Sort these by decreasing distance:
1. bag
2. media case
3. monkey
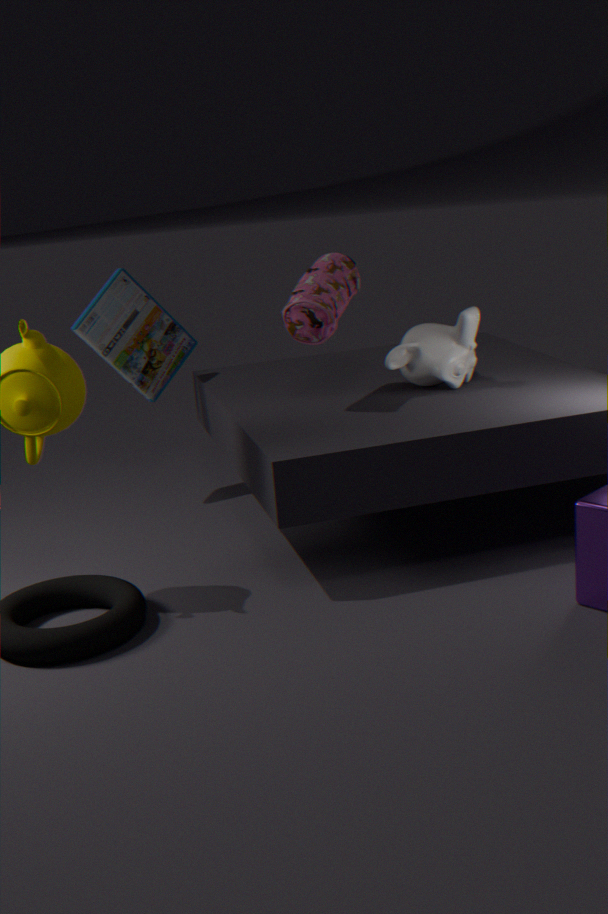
media case → monkey → bag
